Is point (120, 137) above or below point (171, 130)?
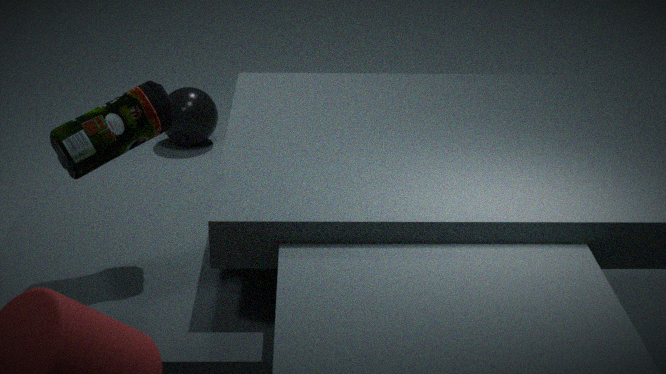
above
